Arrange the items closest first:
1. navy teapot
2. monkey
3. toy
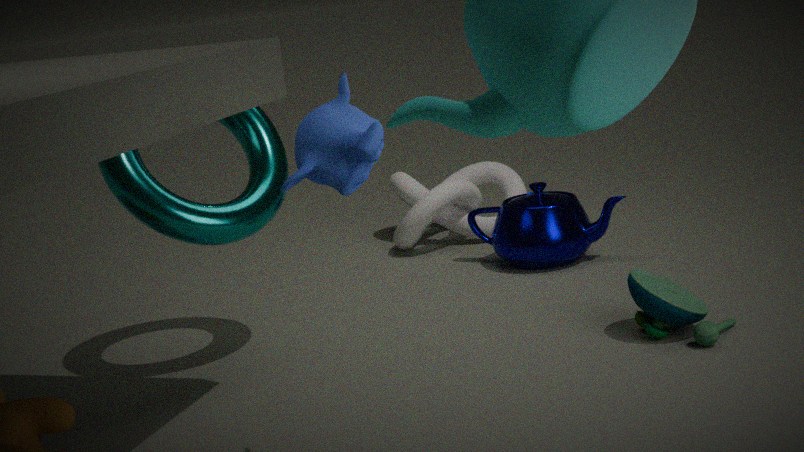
monkey, toy, navy teapot
